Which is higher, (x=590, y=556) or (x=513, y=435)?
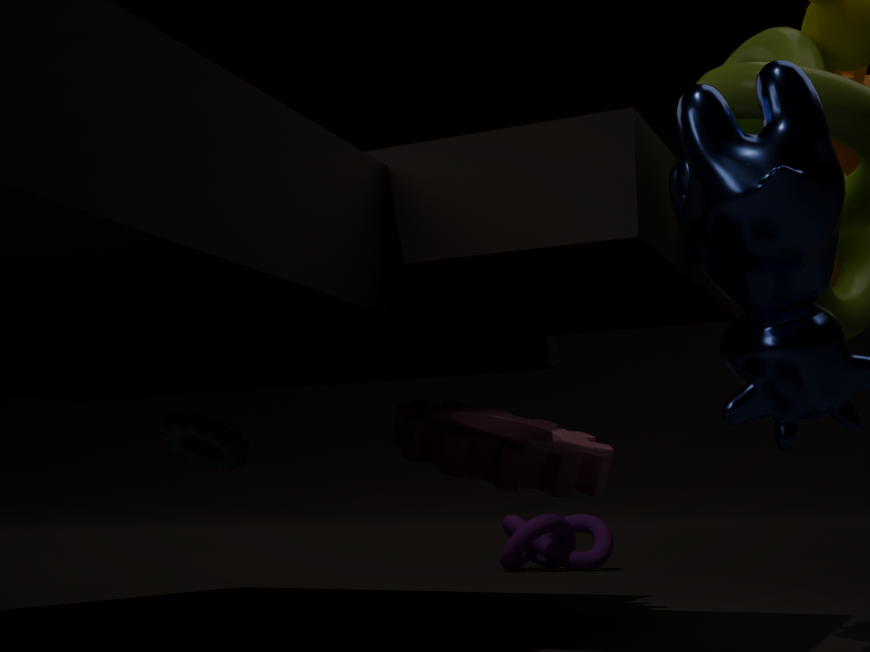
(x=513, y=435)
